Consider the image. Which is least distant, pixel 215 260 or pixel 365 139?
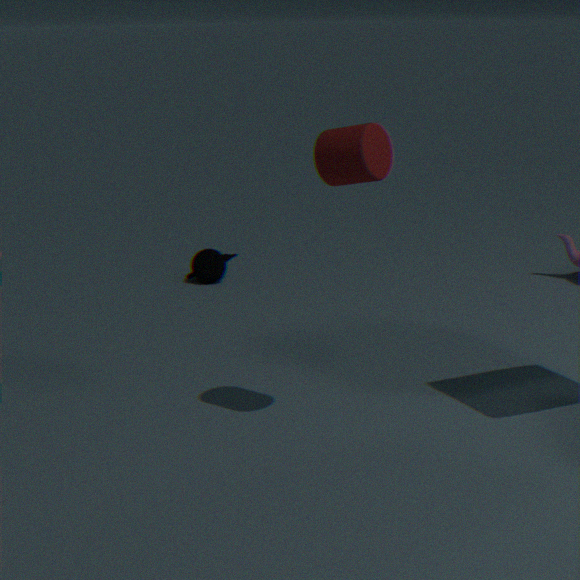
pixel 365 139
